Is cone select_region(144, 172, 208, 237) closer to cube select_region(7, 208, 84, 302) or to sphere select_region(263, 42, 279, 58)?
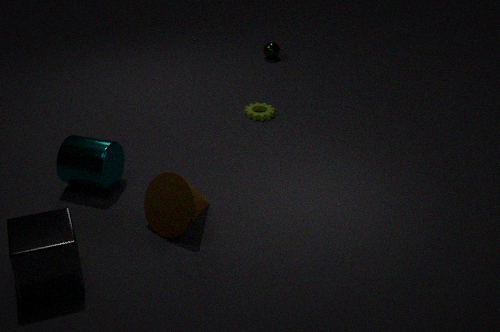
cube select_region(7, 208, 84, 302)
